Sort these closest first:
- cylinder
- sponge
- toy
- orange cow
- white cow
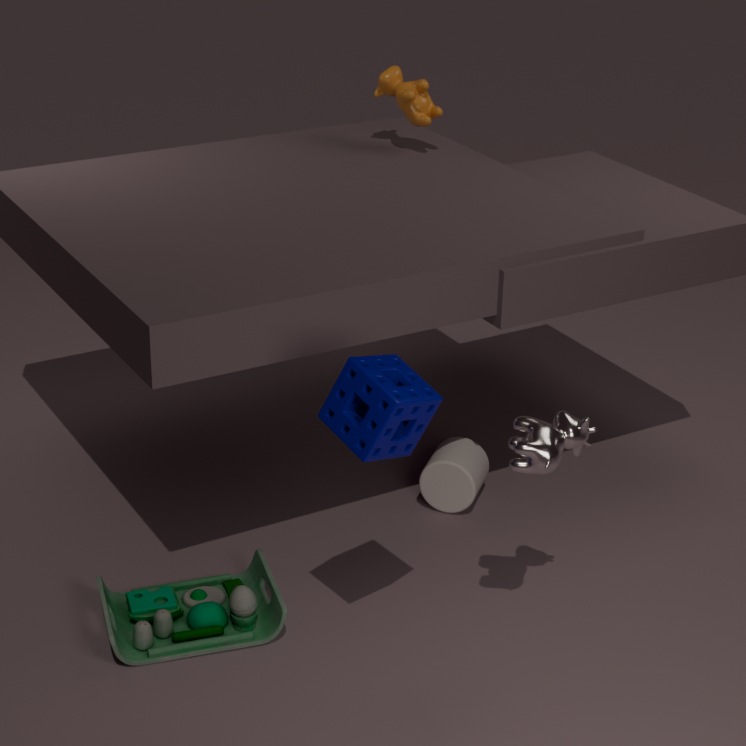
sponge → white cow → toy → cylinder → orange cow
